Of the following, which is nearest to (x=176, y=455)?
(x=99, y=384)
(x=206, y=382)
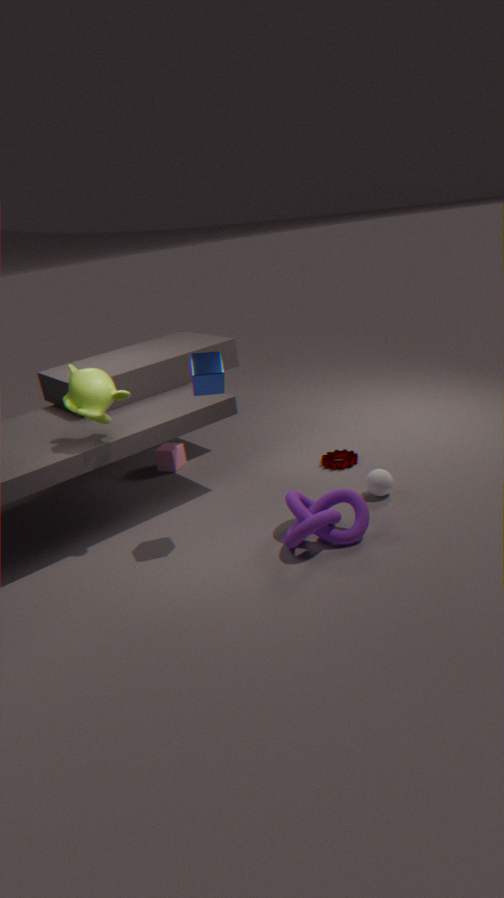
(x=99, y=384)
